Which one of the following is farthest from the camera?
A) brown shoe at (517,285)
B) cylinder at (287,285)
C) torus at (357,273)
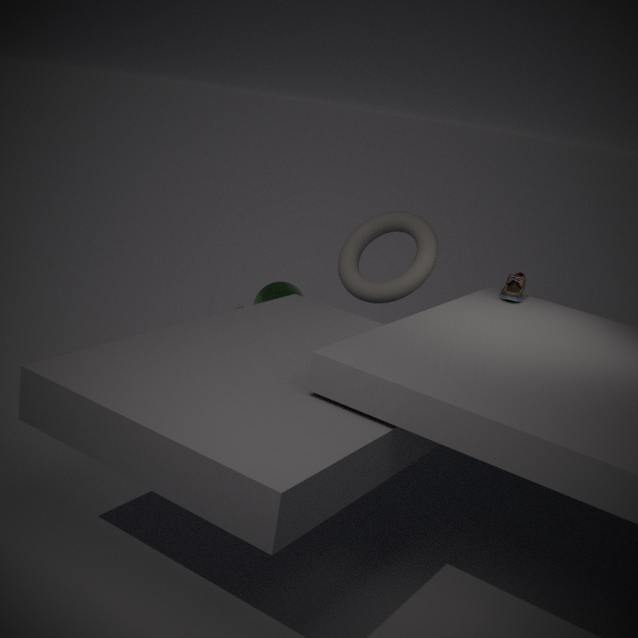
cylinder at (287,285)
